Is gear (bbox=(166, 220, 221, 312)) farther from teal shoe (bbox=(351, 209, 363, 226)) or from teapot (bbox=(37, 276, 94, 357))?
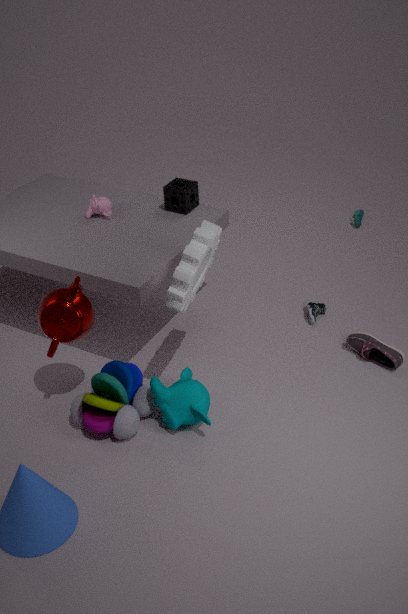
teal shoe (bbox=(351, 209, 363, 226))
